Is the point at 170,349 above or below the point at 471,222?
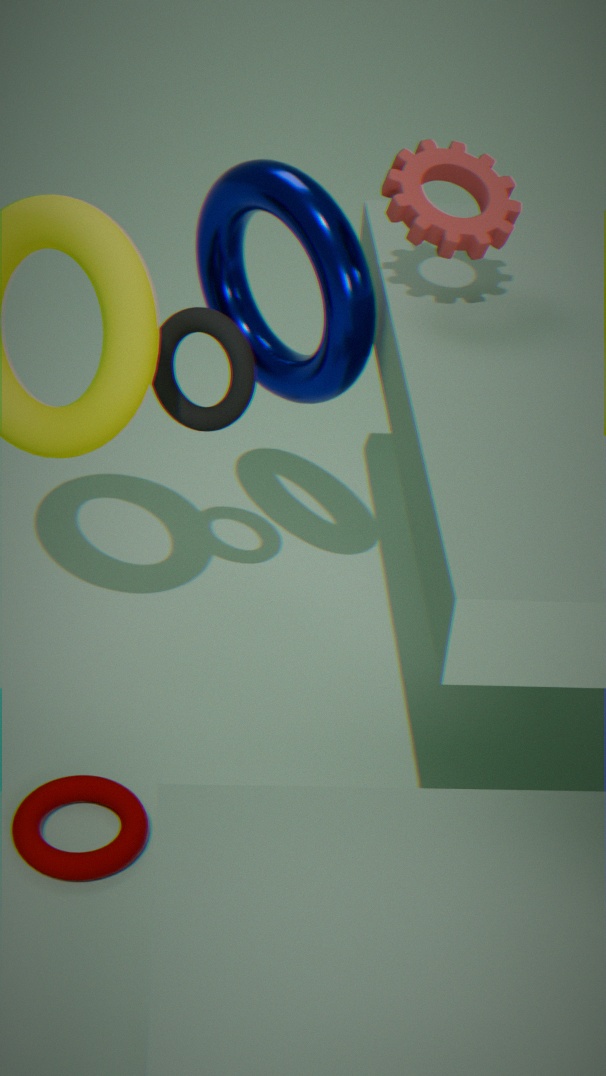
below
